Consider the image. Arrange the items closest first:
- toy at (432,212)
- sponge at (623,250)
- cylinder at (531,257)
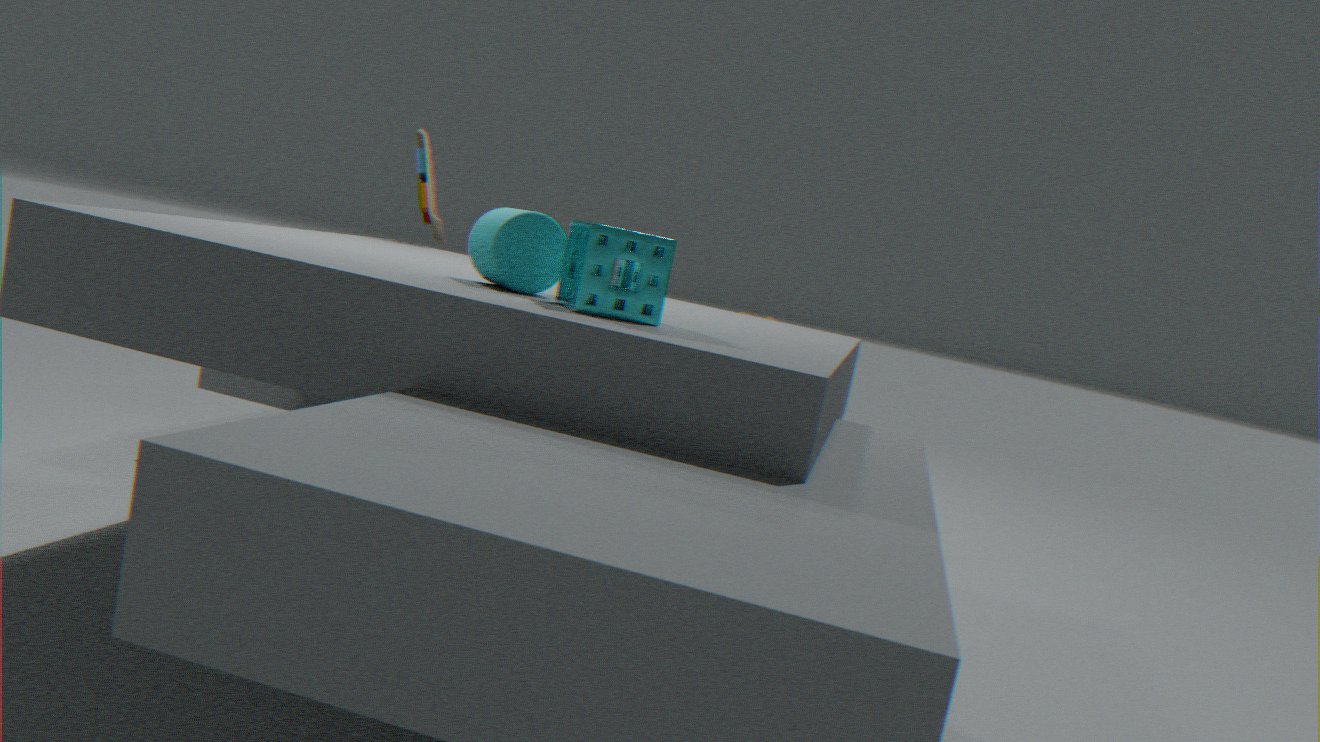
1. sponge at (623,250)
2. cylinder at (531,257)
3. toy at (432,212)
